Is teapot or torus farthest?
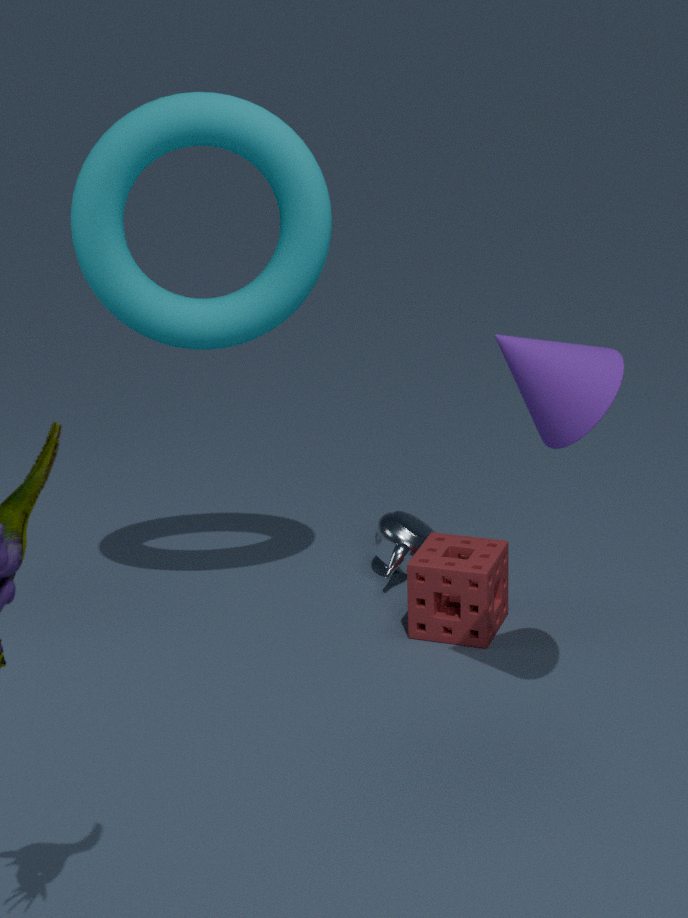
teapot
